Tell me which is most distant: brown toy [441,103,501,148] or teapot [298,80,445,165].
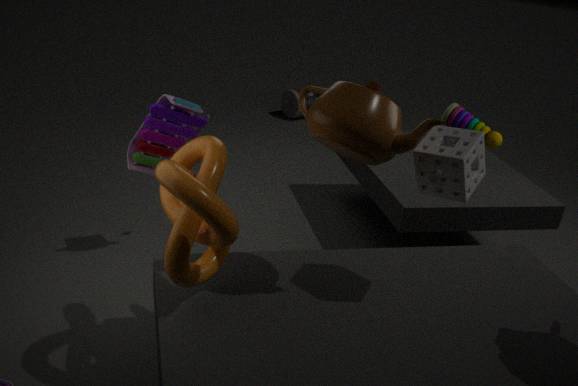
brown toy [441,103,501,148]
